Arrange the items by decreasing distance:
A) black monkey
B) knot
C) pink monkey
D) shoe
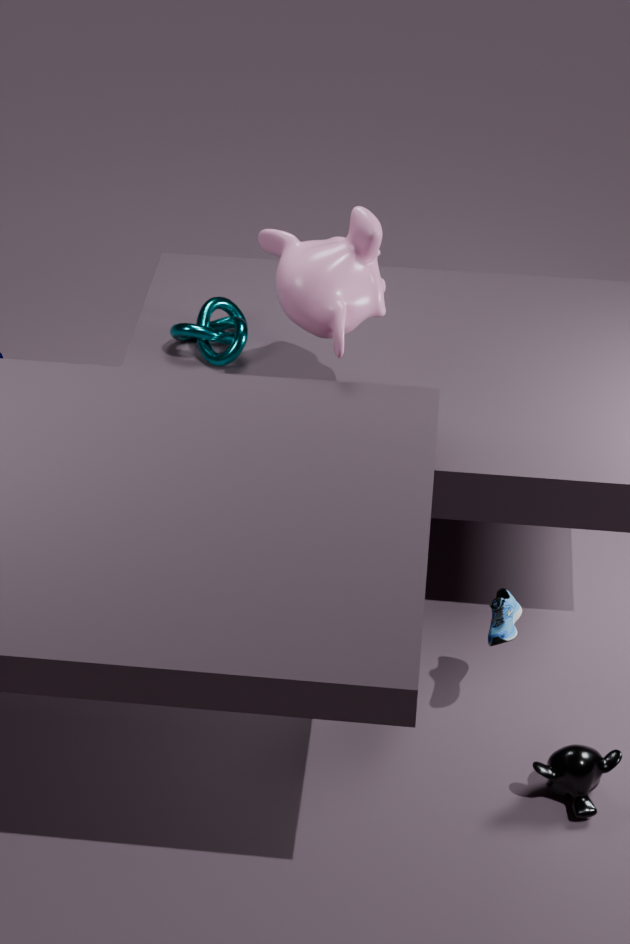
1. knot
2. pink monkey
3. shoe
4. black monkey
